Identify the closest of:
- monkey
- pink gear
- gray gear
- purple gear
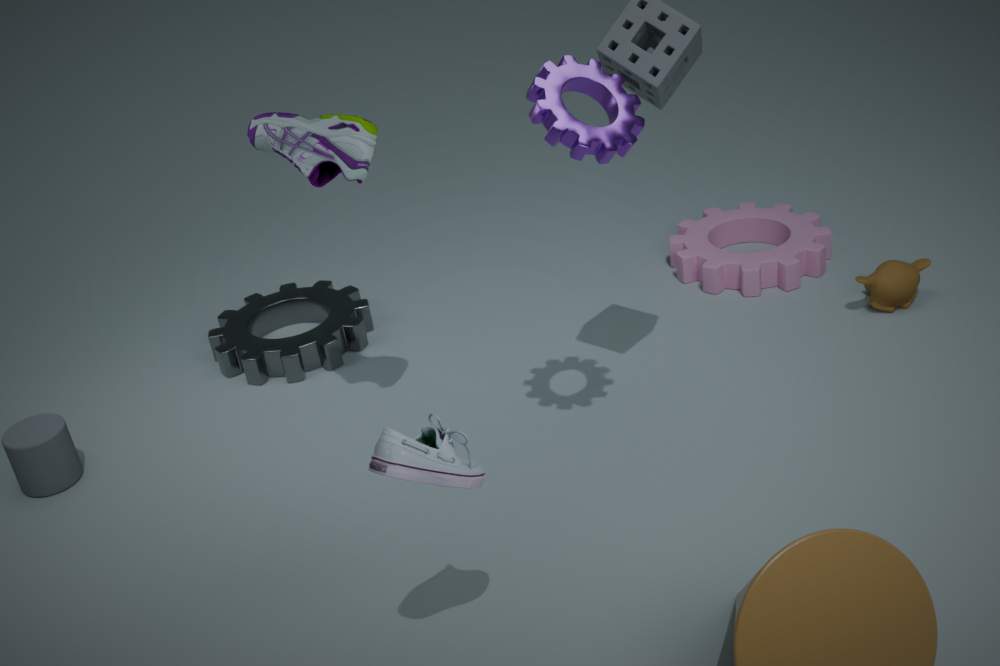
purple gear
